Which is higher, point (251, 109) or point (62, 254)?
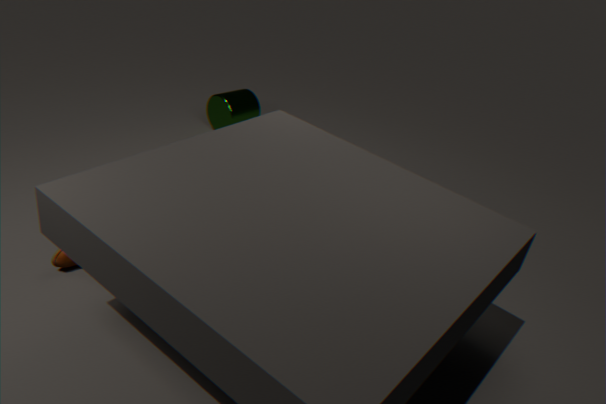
point (251, 109)
